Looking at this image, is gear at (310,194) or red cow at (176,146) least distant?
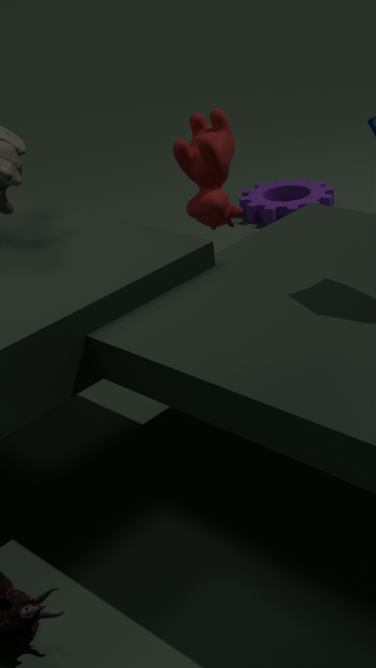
red cow at (176,146)
